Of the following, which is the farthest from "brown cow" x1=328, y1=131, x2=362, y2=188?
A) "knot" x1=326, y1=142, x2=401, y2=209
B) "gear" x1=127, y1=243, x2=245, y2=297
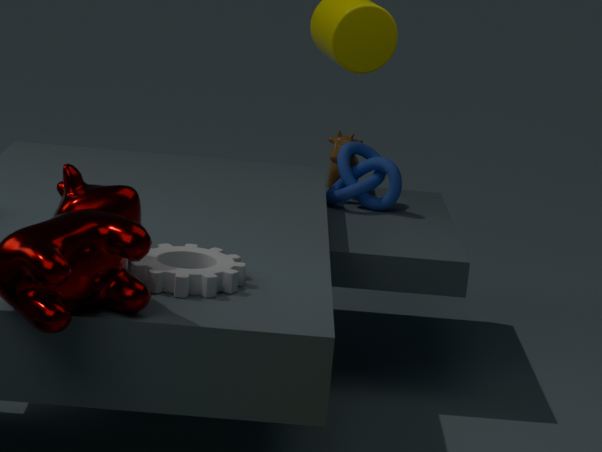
"gear" x1=127, y1=243, x2=245, y2=297
